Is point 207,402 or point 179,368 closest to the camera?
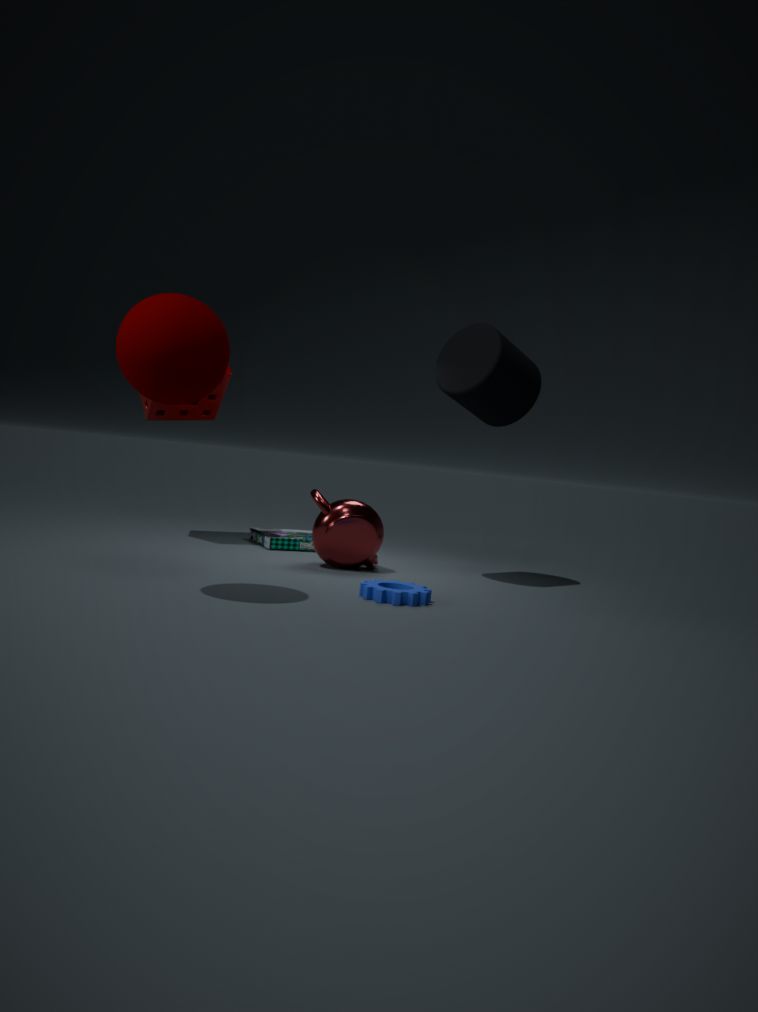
point 179,368
